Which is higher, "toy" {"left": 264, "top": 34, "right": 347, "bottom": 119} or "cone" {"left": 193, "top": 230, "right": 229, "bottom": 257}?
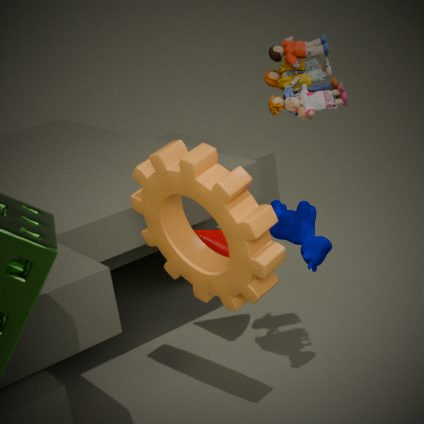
"toy" {"left": 264, "top": 34, "right": 347, "bottom": 119}
